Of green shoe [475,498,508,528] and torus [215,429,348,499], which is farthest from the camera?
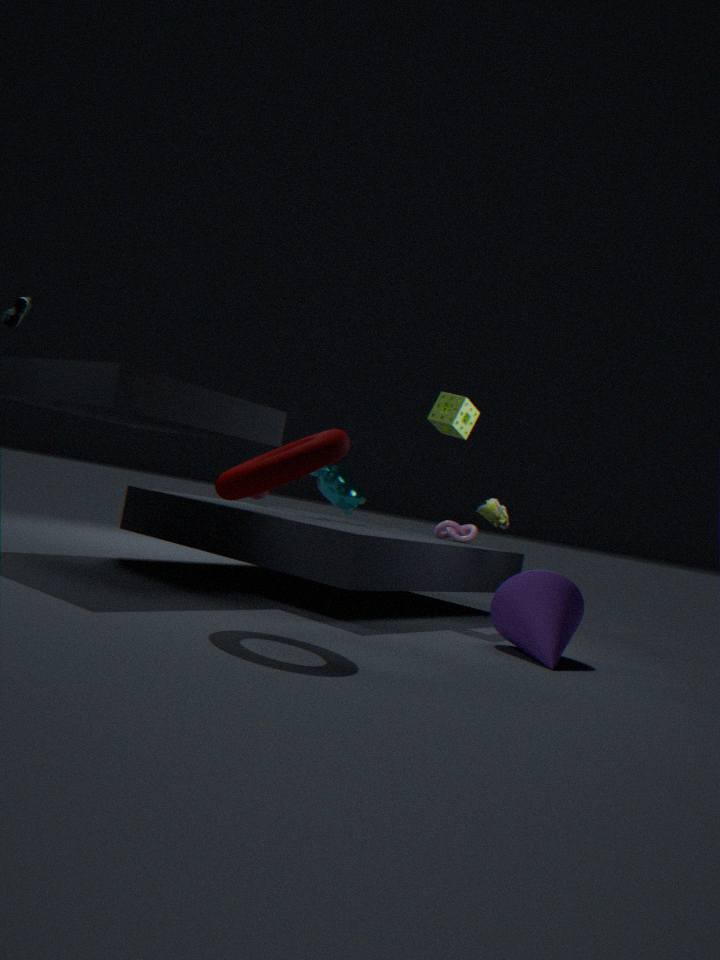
green shoe [475,498,508,528]
